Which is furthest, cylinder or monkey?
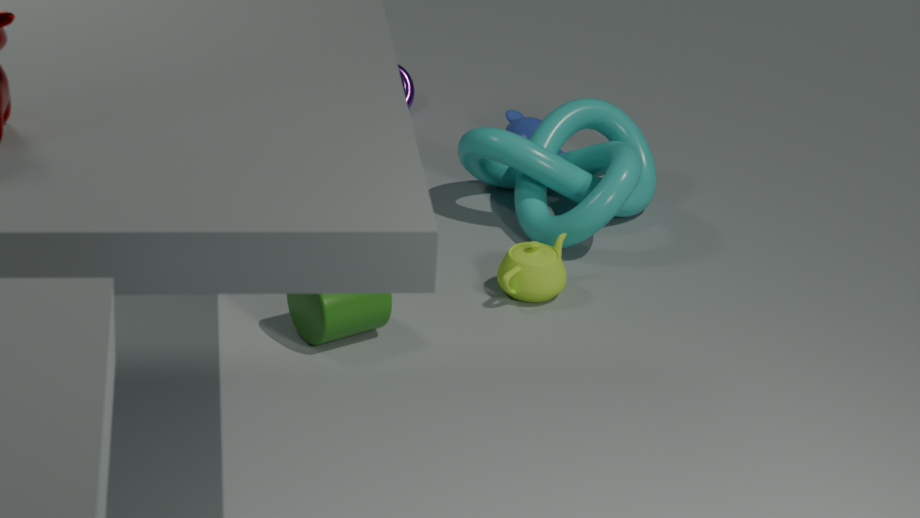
monkey
